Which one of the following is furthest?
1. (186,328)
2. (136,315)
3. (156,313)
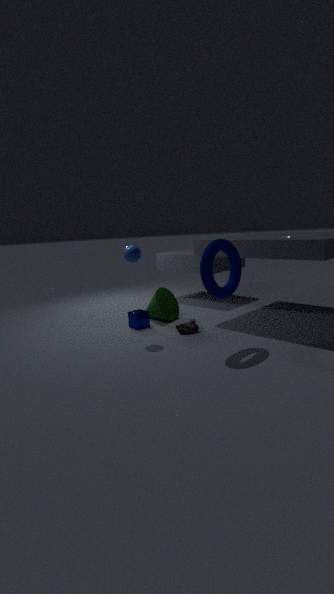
(156,313)
